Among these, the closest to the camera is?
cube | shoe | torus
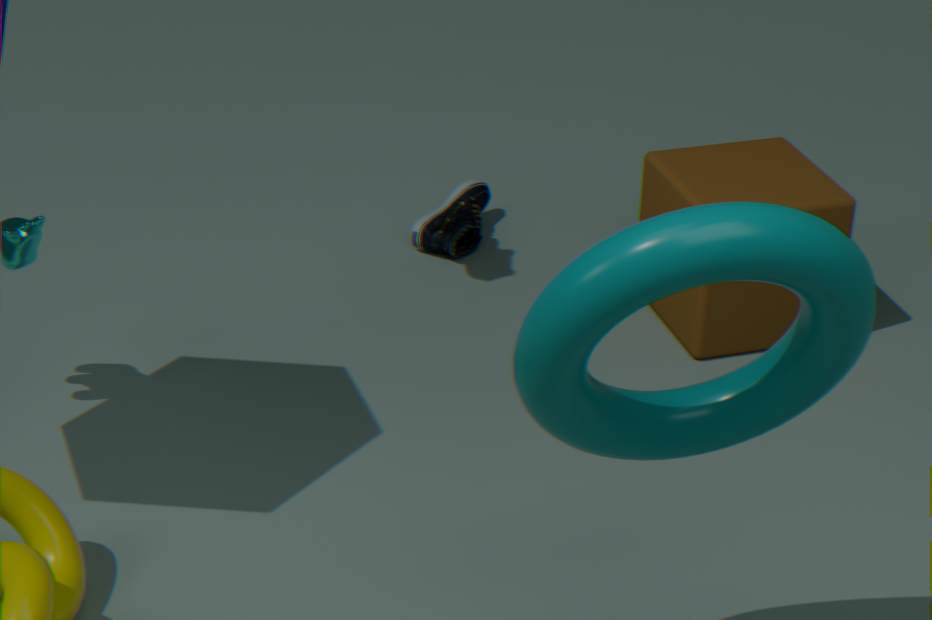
torus
